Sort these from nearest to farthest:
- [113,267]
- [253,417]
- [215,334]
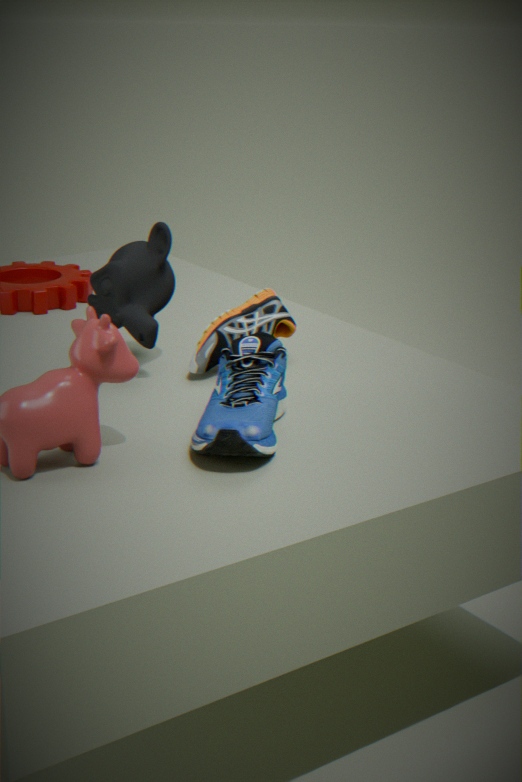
[253,417] < [113,267] < [215,334]
